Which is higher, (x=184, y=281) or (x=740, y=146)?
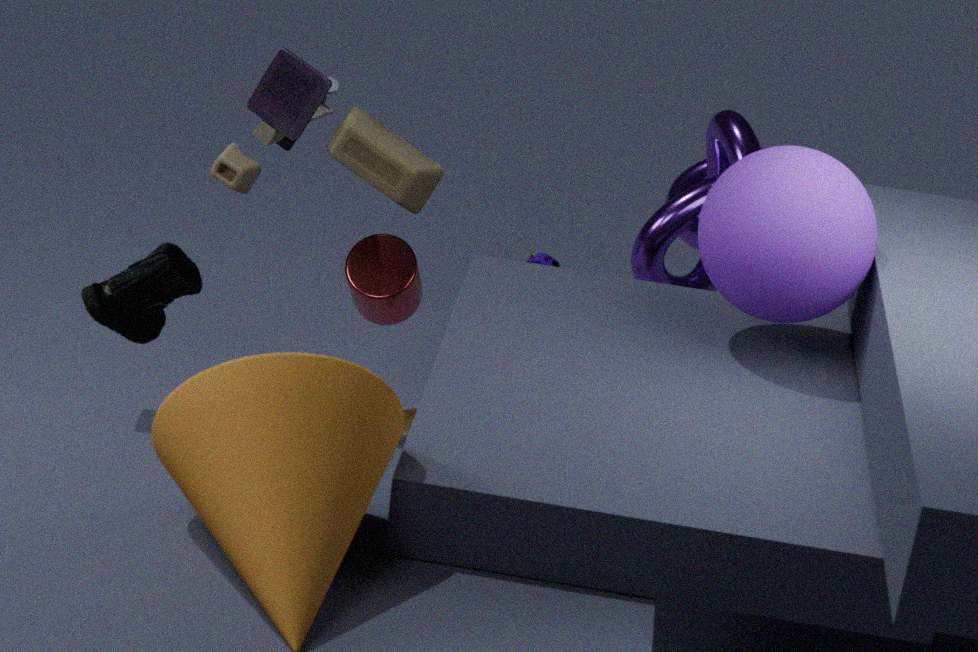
(x=184, y=281)
